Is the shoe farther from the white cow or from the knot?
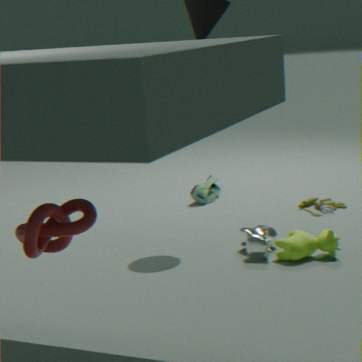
the knot
